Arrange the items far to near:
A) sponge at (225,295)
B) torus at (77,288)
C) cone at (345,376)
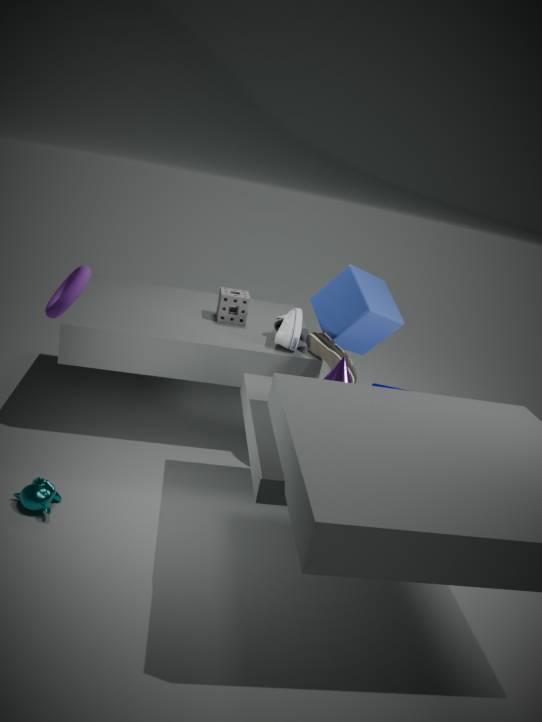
1. sponge at (225,295)
2. cone at (345,376)
3. torus at (77,288)
